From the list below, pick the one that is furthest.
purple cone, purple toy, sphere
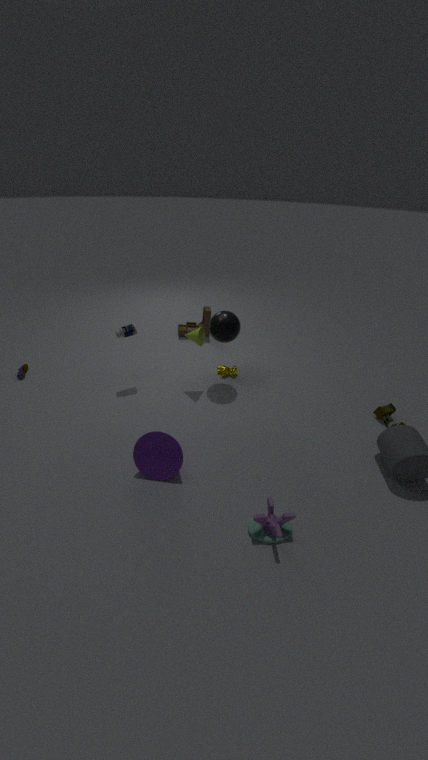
sphere
